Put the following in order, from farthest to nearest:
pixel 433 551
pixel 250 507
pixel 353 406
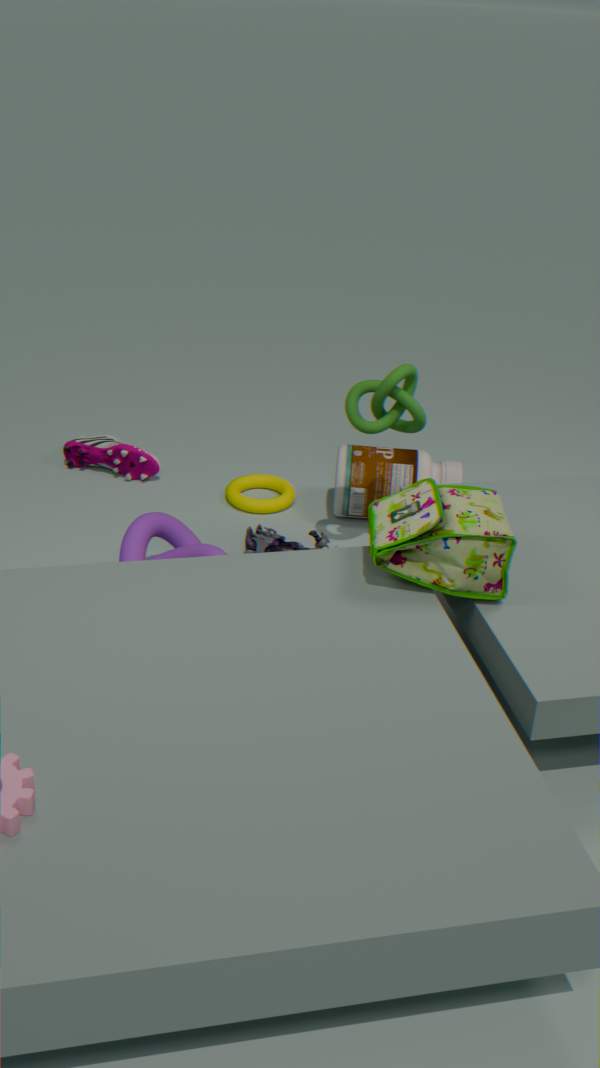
1. pixel 250 507
2. pixel 353 406
3. pixel 433 551
